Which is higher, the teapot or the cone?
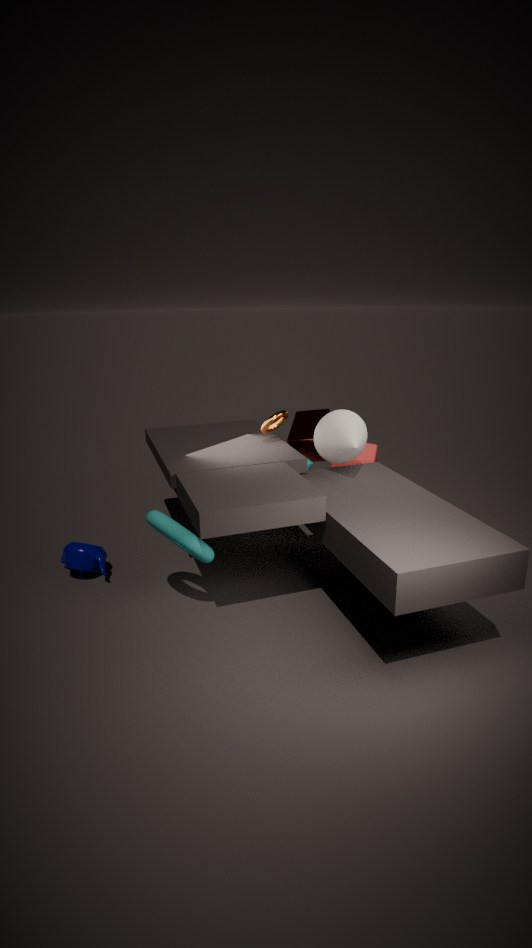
the cone
